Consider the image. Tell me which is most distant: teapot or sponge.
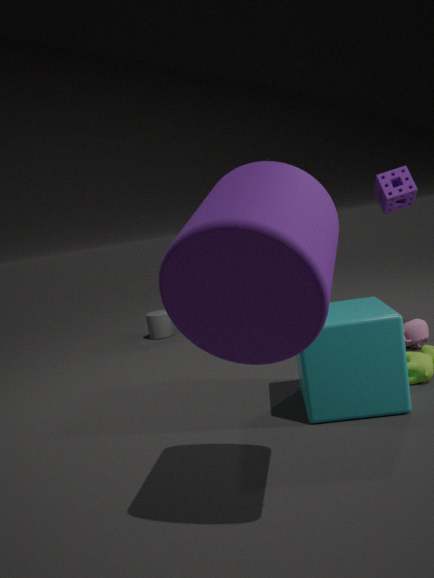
sponge
